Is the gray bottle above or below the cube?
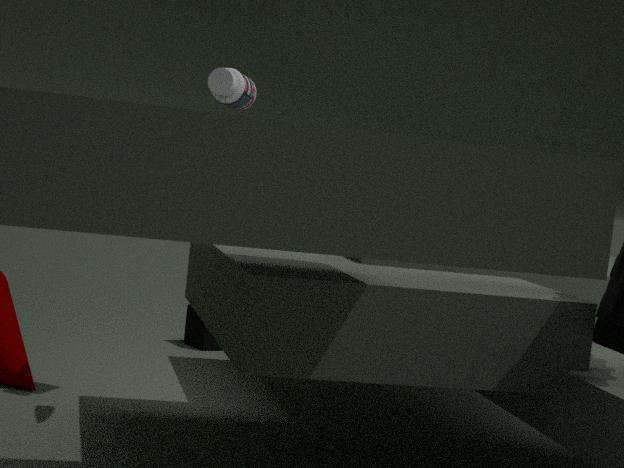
above
